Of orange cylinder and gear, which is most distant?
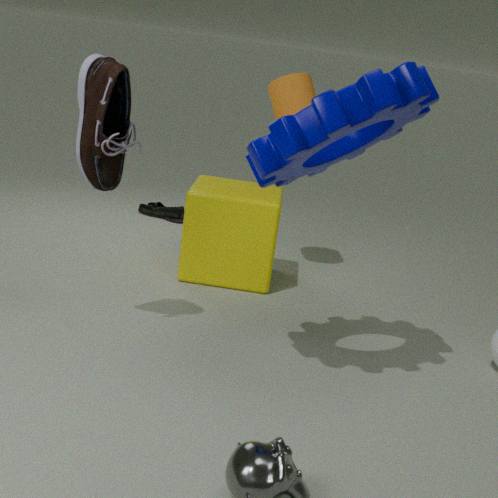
orange cylinder
